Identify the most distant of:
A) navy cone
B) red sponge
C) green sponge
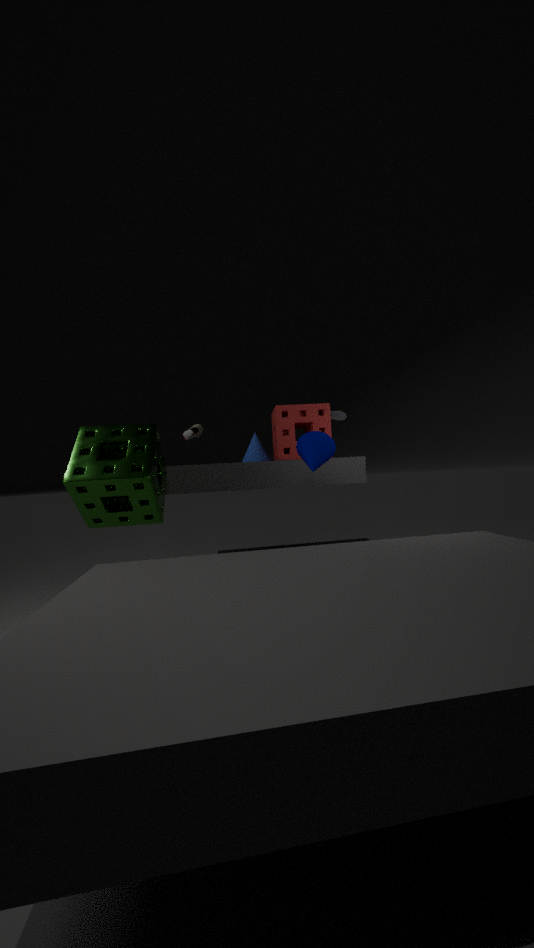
red sponge
